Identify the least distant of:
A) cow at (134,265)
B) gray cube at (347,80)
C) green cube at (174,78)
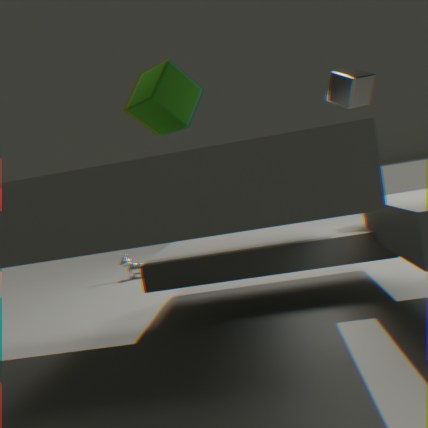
green cube at (174,78)
